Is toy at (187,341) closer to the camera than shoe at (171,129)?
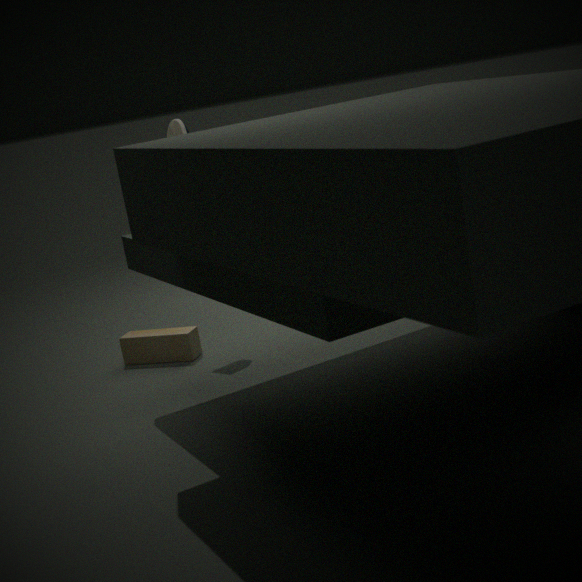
Yes
